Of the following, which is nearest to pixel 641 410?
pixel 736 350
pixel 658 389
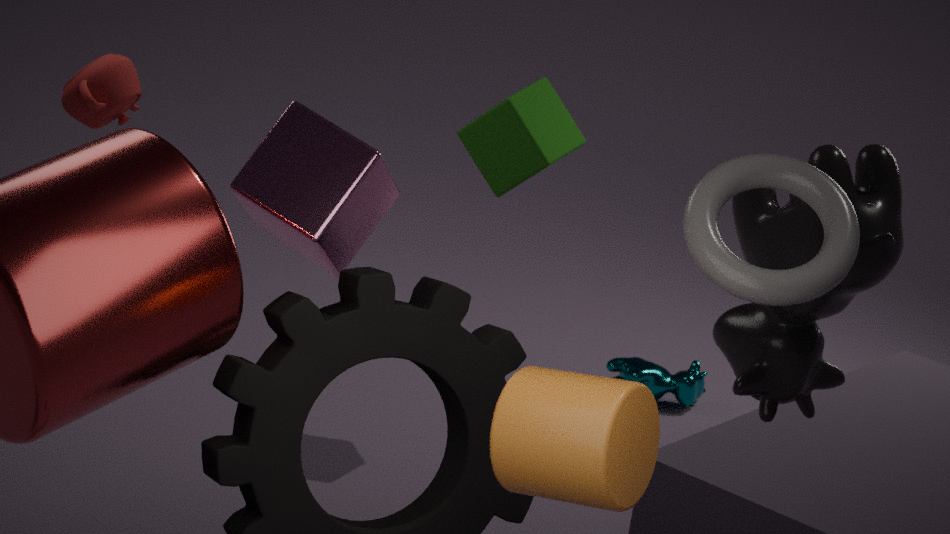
pixel 736 350
